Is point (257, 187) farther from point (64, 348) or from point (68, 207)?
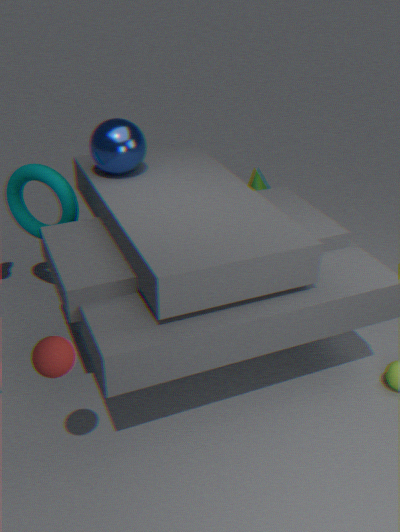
point (64, 348)
